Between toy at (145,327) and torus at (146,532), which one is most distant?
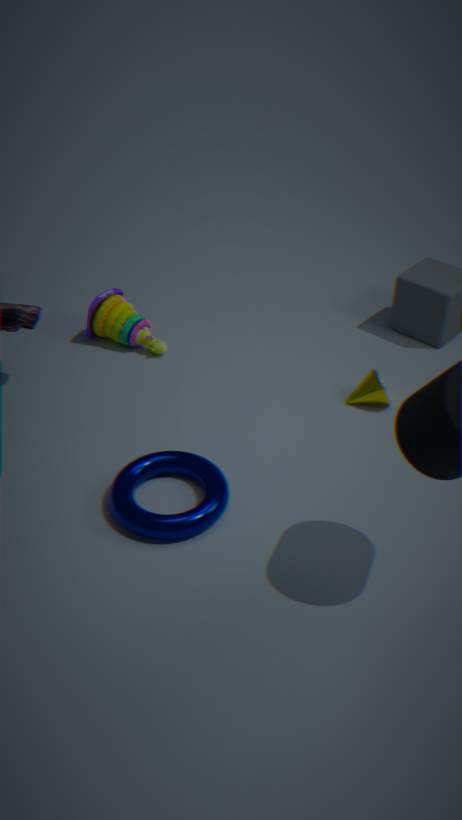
toy at (145,327)
